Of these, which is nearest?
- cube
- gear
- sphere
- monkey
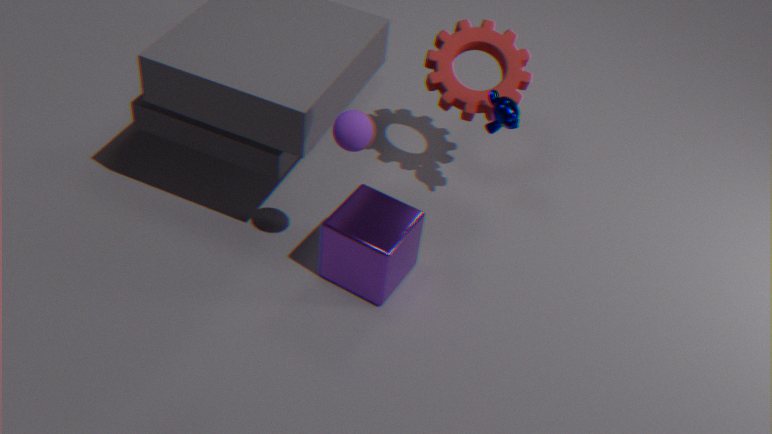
sphere
